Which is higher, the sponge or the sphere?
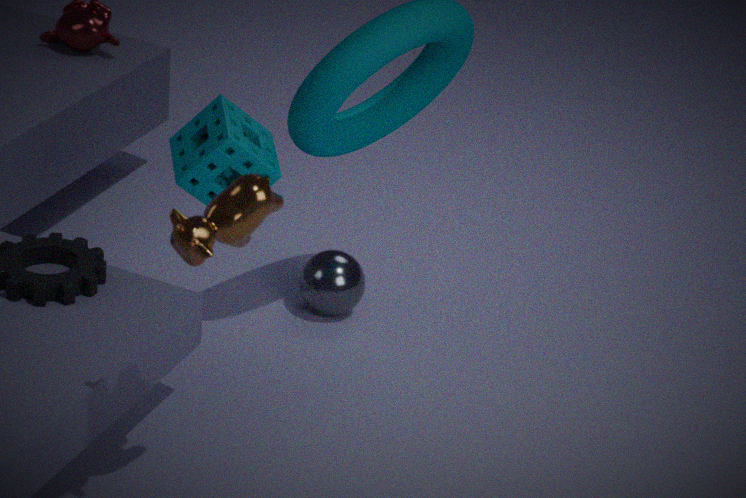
the sponge
